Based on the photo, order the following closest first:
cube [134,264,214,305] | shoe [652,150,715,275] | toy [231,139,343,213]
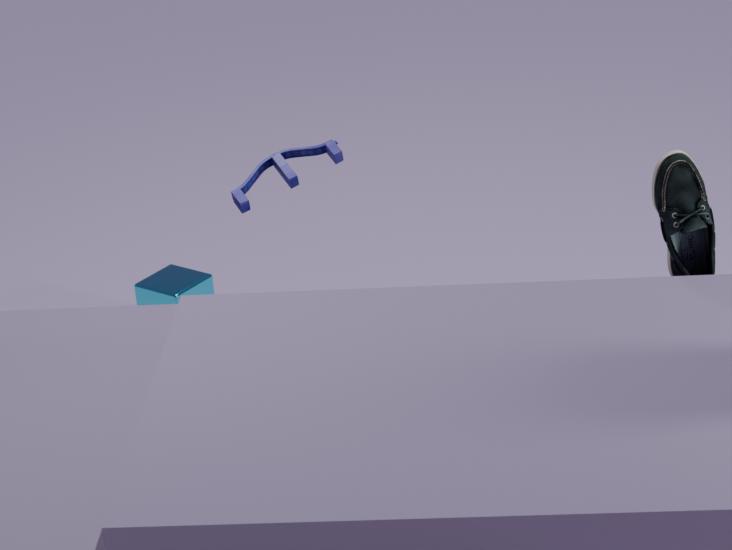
shoe [652,150,715,275], toy [231,139,343,213], cube [134,264,214,305]
